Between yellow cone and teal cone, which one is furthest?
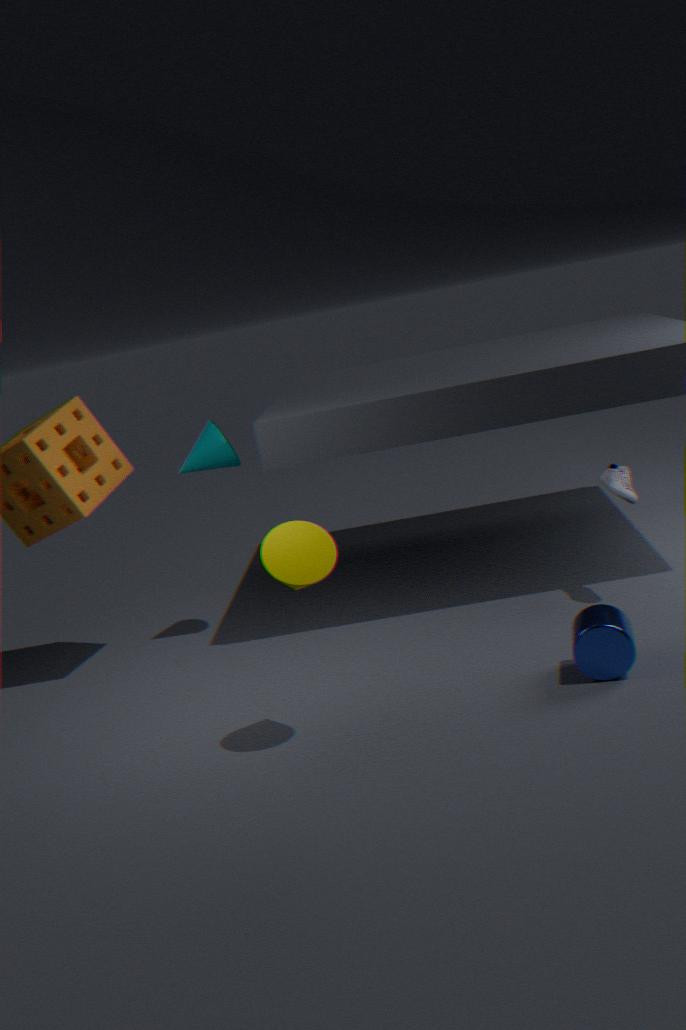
teal cone
